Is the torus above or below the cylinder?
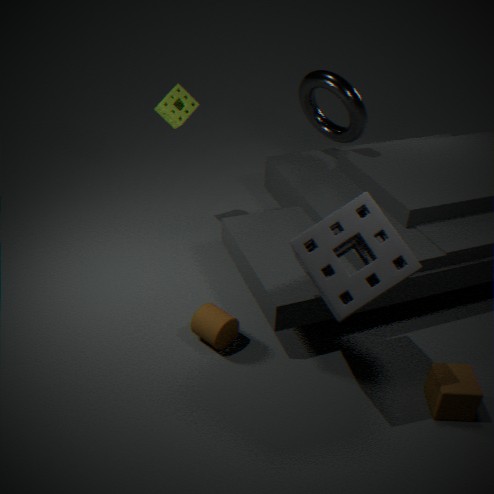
above
